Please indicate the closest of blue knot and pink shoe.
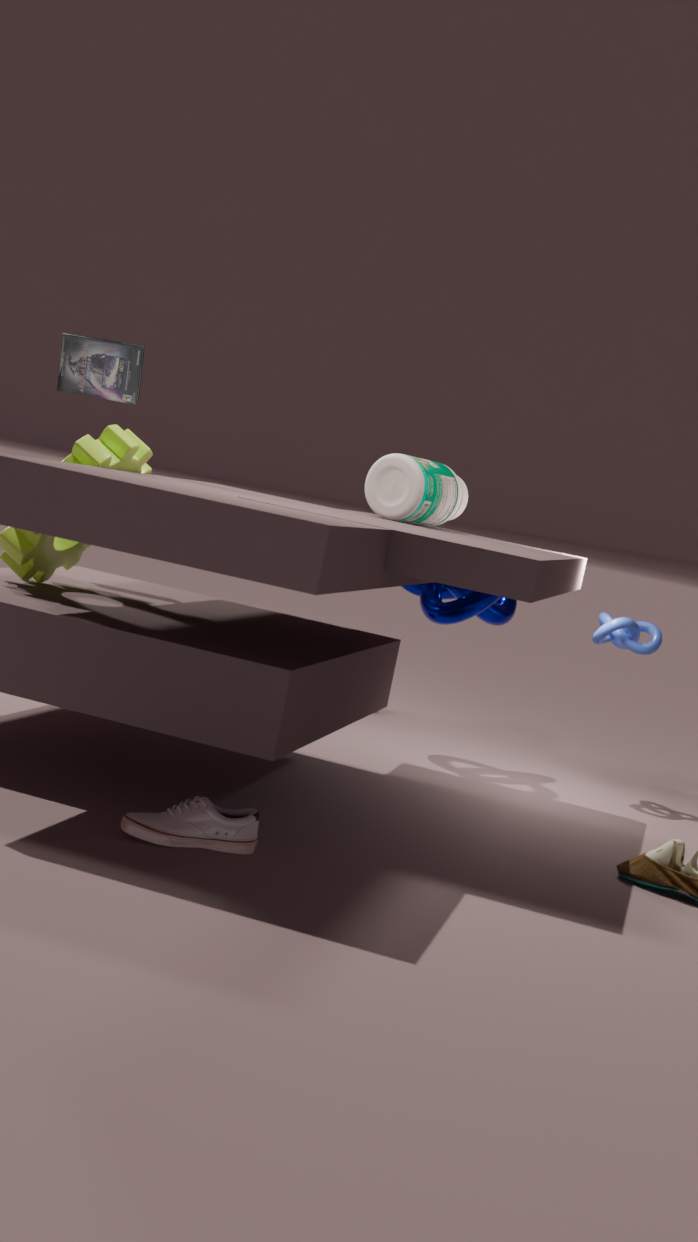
pink shoe
